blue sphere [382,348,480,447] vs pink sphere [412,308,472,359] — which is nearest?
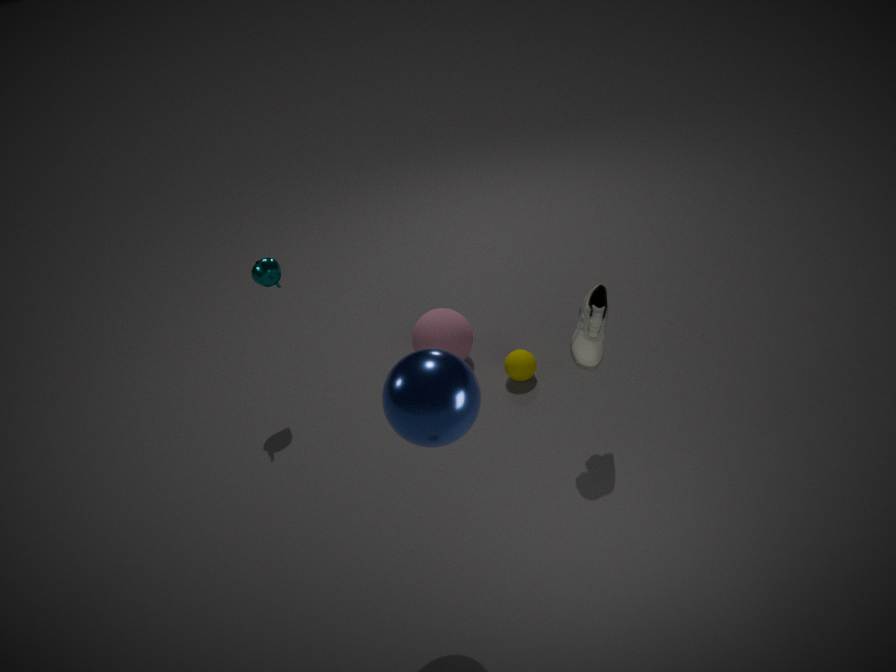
blue sphere [382,348,480,447]
